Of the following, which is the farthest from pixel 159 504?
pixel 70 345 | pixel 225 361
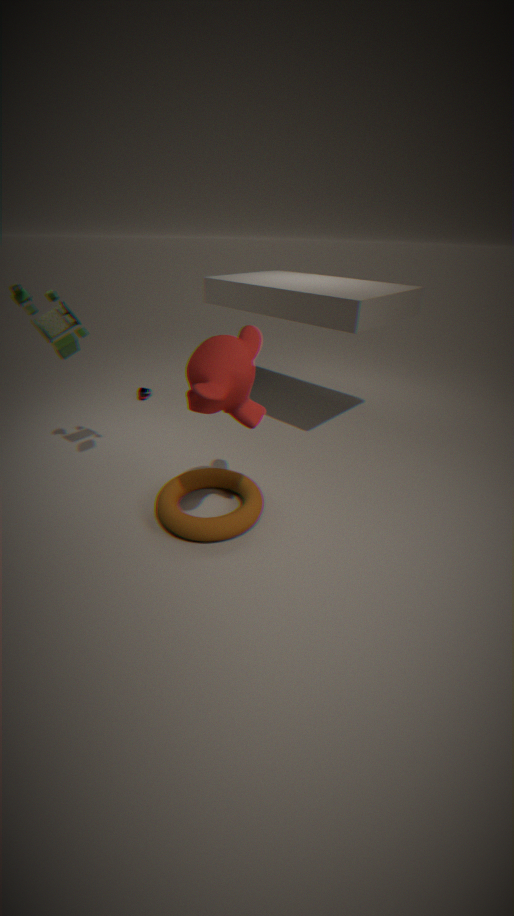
pixel 70 345
